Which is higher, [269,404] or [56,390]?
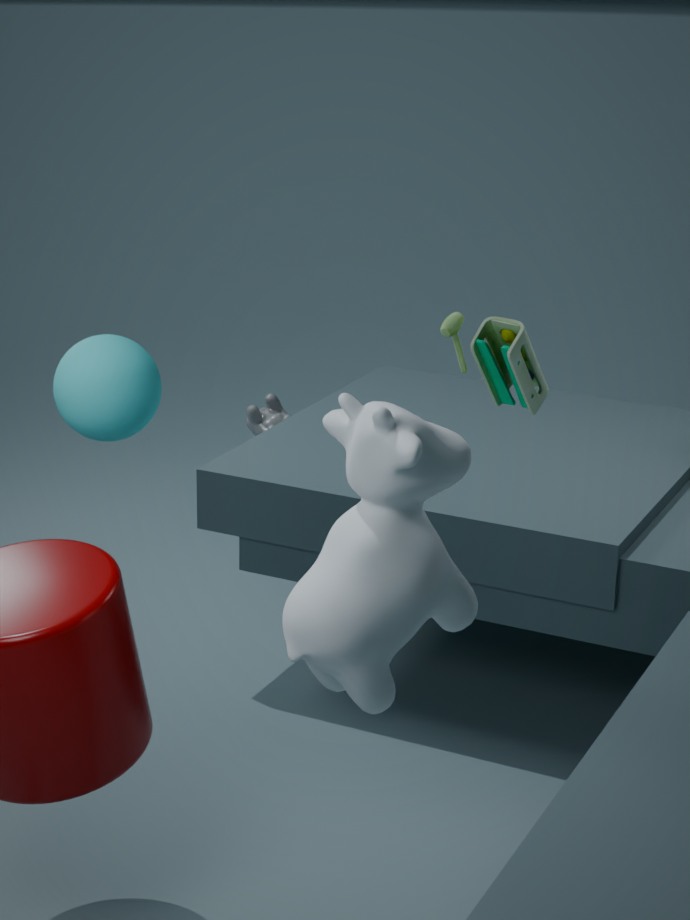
[56,390]
